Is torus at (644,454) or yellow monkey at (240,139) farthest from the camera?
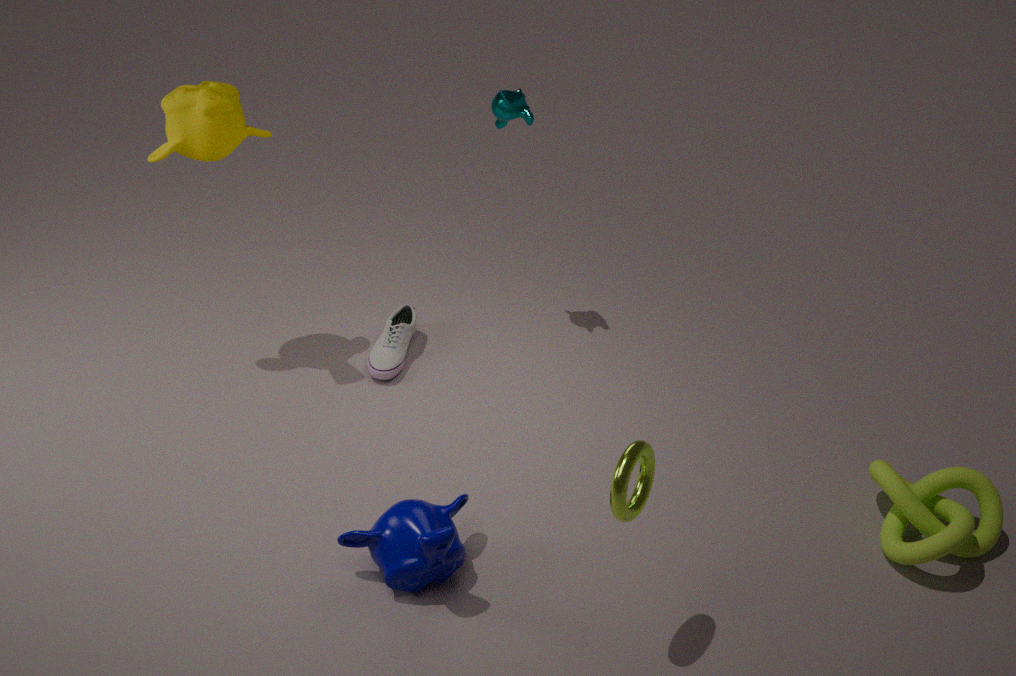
yellow monkey at (240,139)
